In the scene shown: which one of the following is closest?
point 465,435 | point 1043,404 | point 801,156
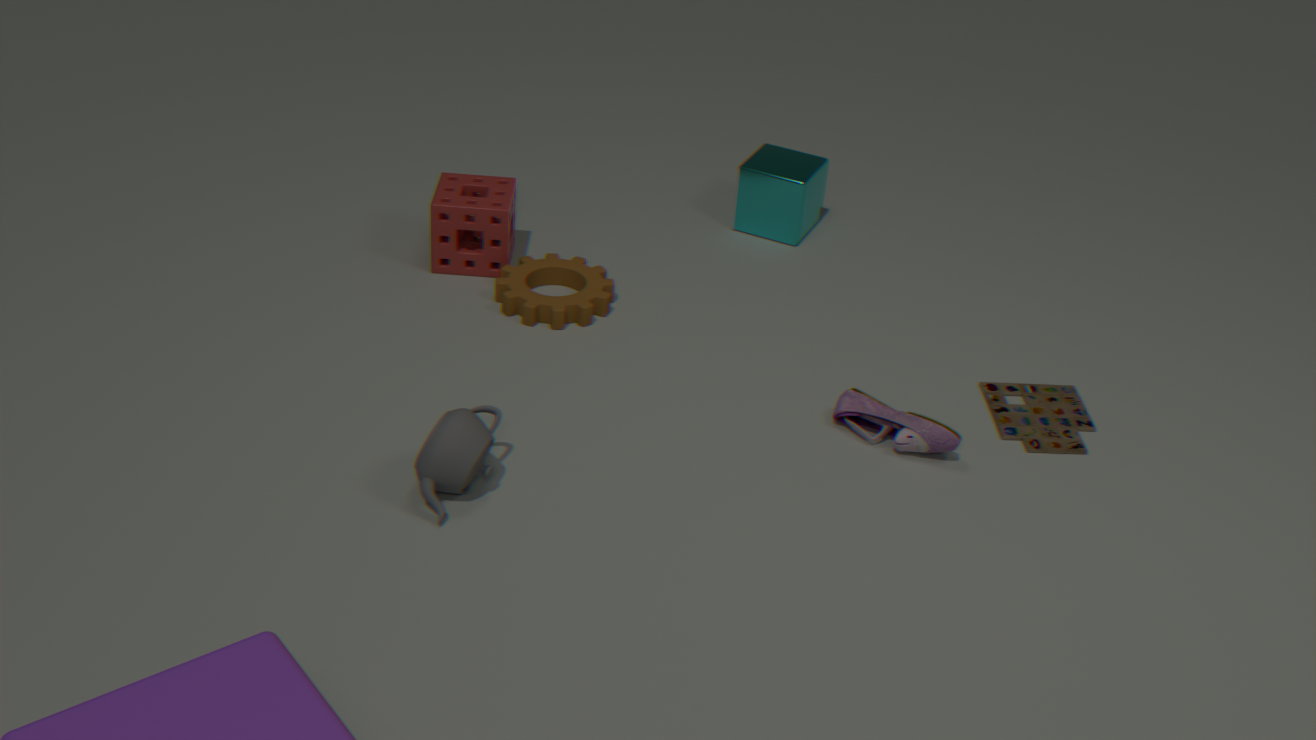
point 465,435
